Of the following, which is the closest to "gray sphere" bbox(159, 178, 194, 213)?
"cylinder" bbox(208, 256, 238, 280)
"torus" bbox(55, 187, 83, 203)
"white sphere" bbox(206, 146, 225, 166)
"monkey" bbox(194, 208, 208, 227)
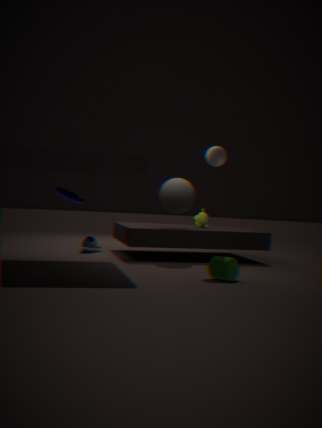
"monkey" bbox(194, 208, 208, 227)
